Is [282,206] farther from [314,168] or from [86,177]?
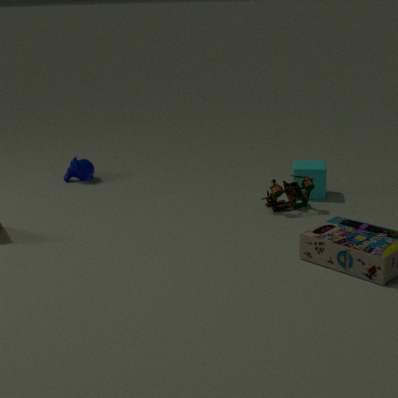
[86,177]
